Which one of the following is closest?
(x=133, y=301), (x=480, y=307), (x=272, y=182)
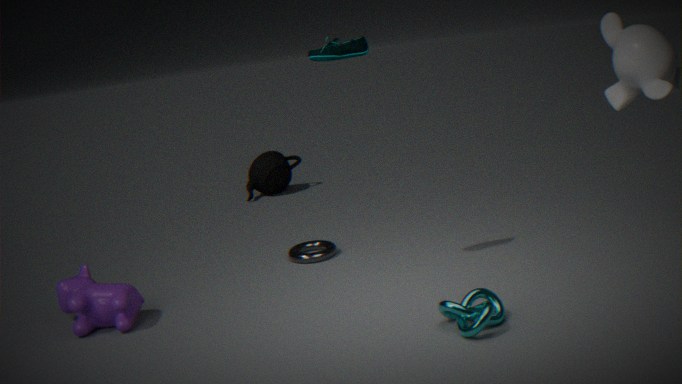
(x=480, y=307)
